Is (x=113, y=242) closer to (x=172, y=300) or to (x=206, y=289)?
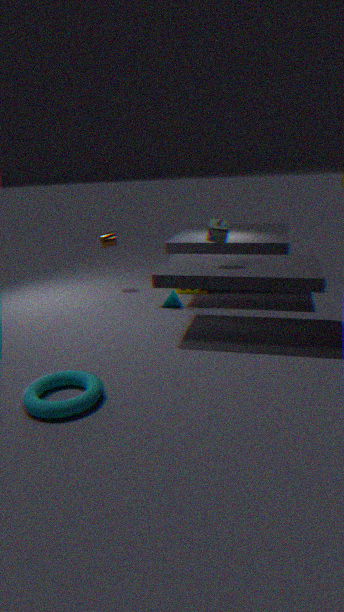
(x=206, y=289)
